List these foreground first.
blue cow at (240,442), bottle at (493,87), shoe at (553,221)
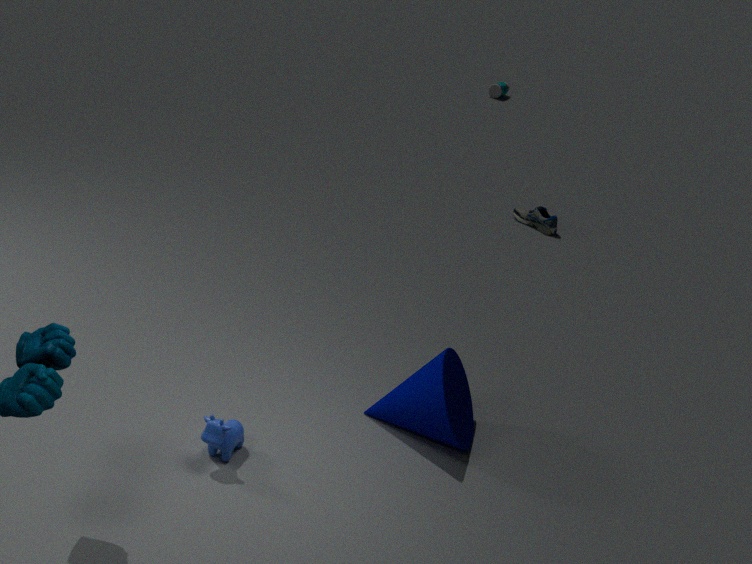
blue cow at (240,442) < shoe at (553,221) < bottle at (493,87)
